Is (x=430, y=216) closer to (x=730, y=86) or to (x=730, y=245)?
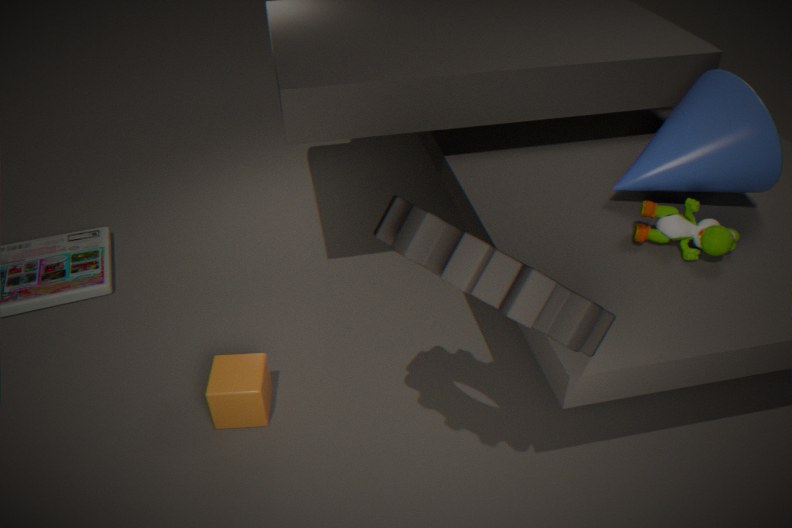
(x=730, y=245)
